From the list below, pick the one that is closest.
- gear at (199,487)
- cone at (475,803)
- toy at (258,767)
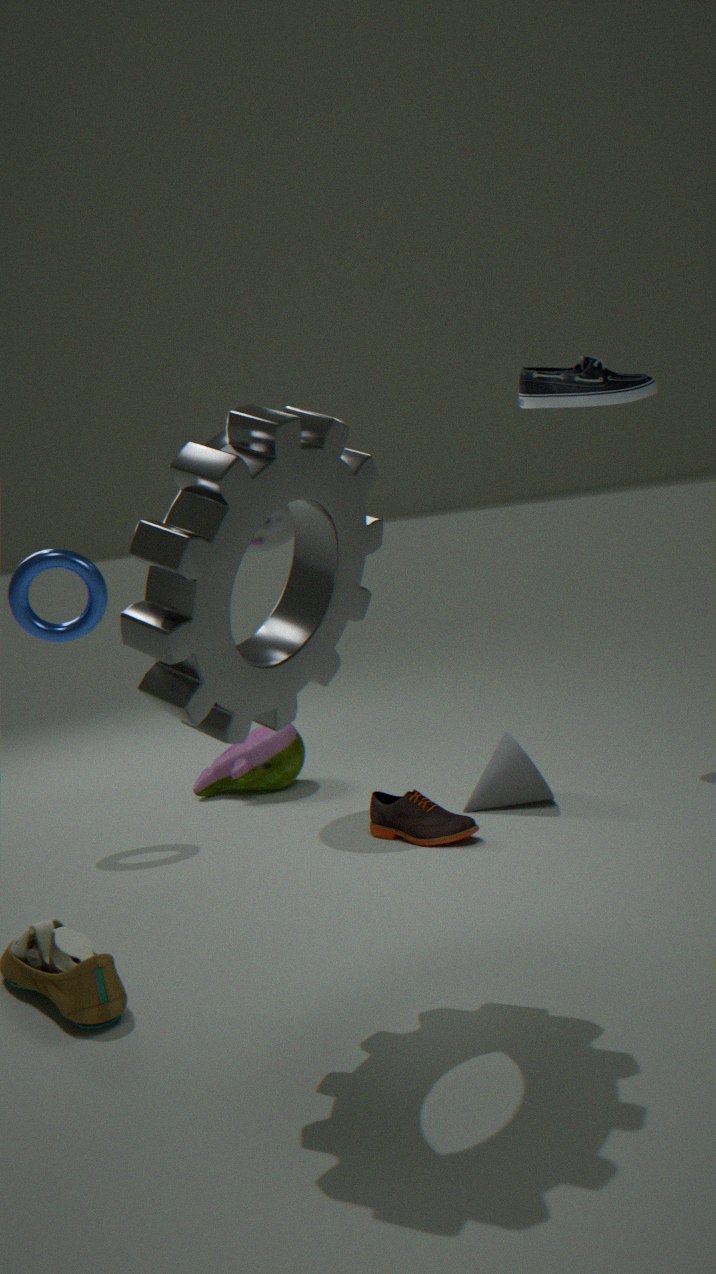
gear at (199,487)
